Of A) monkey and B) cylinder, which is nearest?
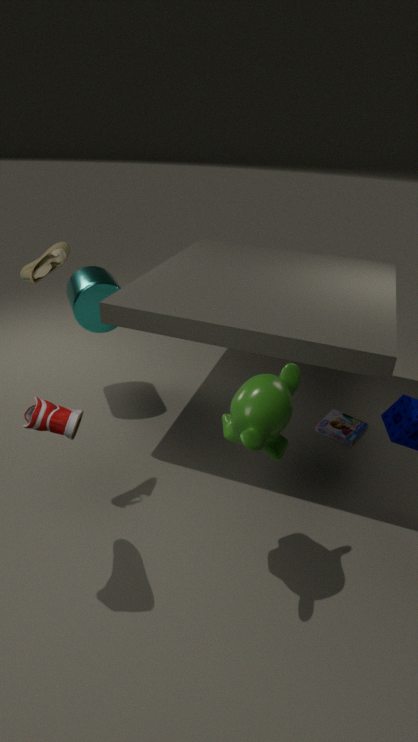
A. monkey
